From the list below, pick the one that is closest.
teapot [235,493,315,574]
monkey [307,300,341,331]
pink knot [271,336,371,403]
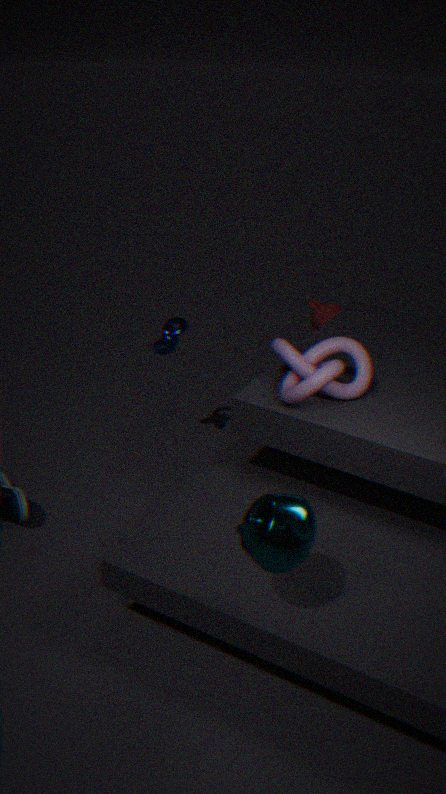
teapot [235,493,315,574]
